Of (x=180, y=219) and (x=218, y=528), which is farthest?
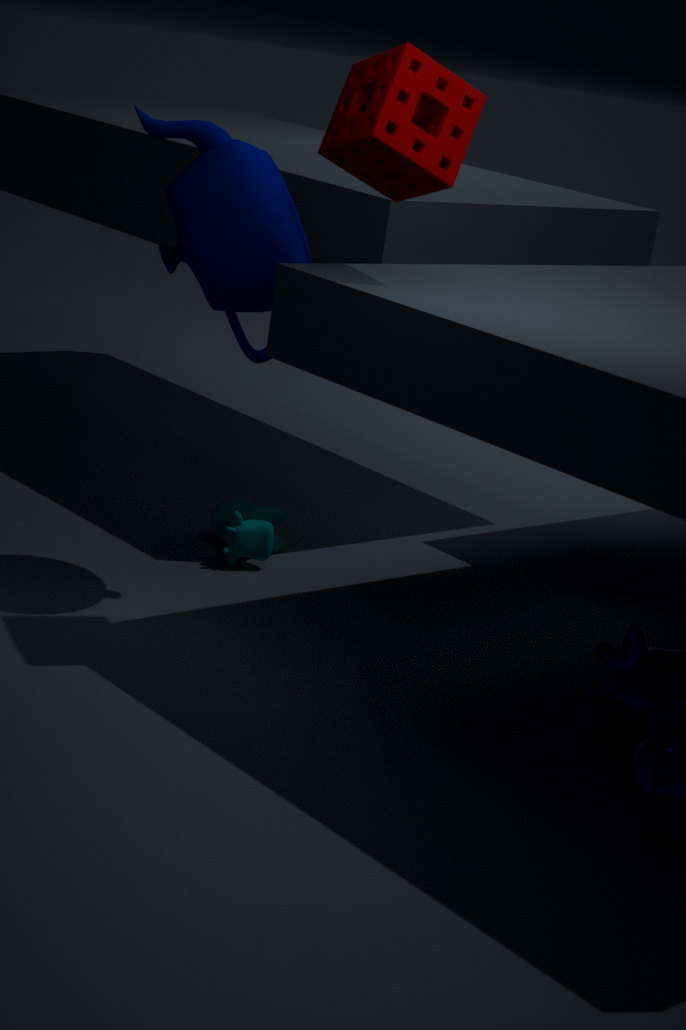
(x=218, y=528)
